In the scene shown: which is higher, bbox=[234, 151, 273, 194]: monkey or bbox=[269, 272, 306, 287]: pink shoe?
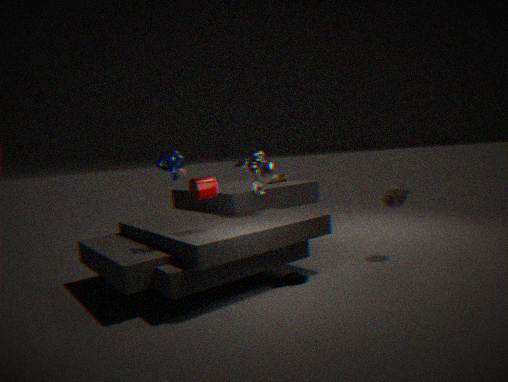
bbox=[234, 151, 273, 194]: monkey
